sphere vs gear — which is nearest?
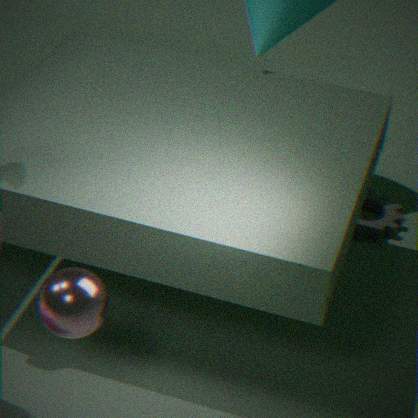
sphere
